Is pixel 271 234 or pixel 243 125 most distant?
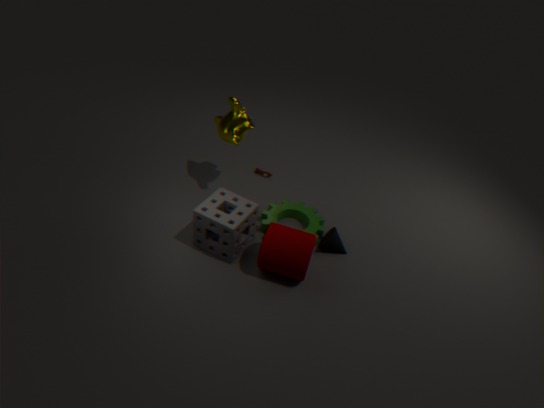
pixel 243 125
